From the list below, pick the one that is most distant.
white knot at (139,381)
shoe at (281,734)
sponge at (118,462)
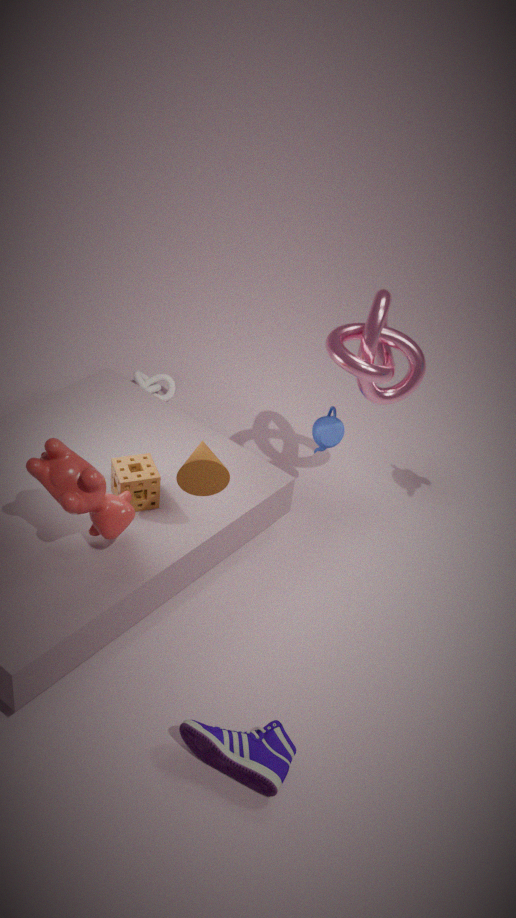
white knot at (139,381)
